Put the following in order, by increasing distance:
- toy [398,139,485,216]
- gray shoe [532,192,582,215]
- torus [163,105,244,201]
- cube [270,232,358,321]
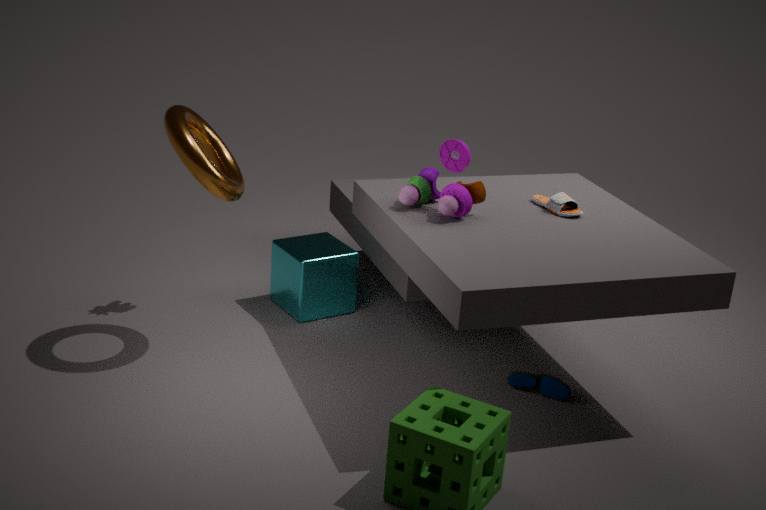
torus [163,105,244,201]
toy [398,139,485,216]
gray shoe [532,192,582,215]
cube [270,232,358,321]
